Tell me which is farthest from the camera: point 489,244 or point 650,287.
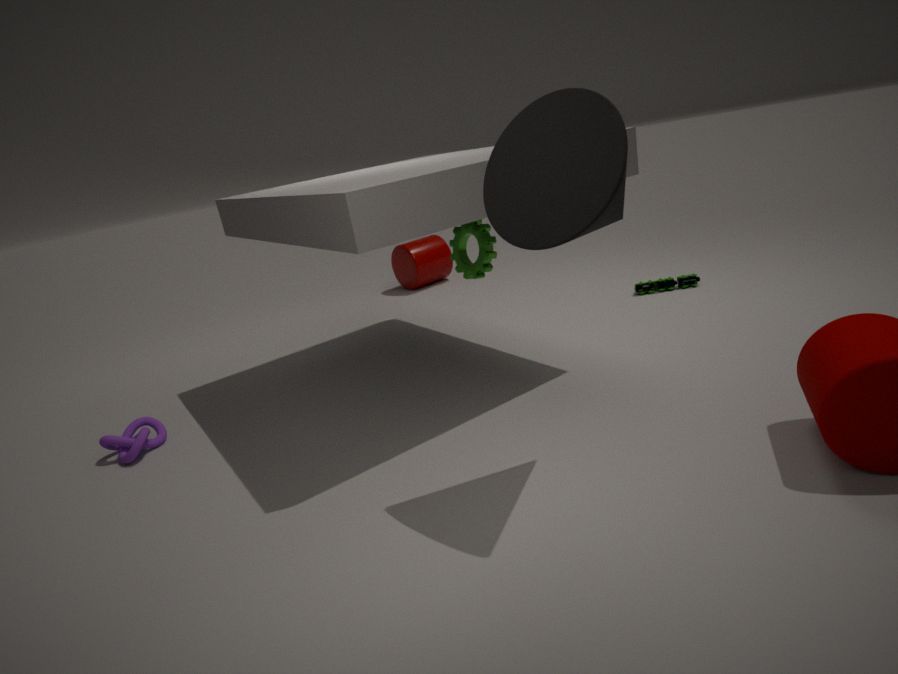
point 650,287
